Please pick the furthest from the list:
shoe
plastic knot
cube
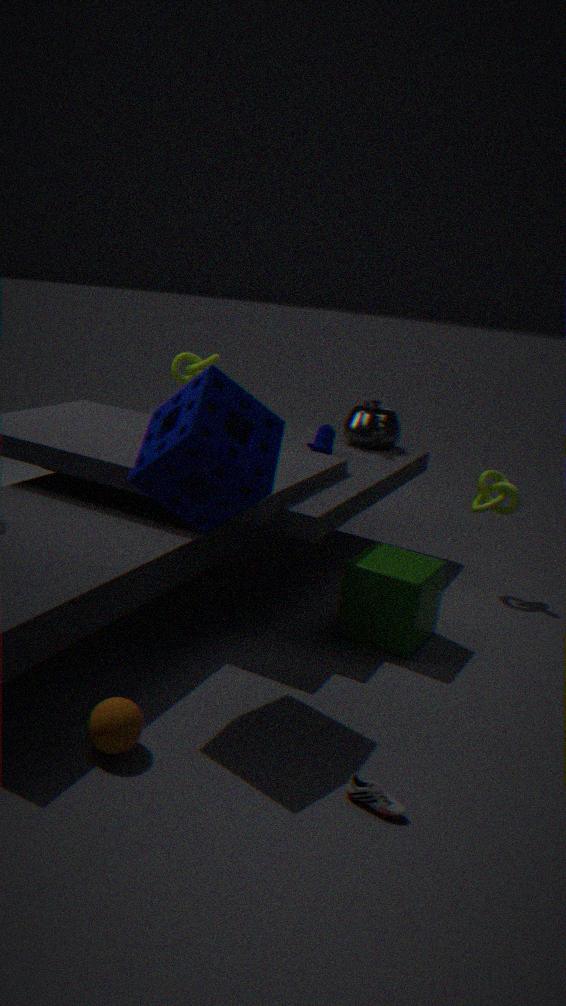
plastic knot
